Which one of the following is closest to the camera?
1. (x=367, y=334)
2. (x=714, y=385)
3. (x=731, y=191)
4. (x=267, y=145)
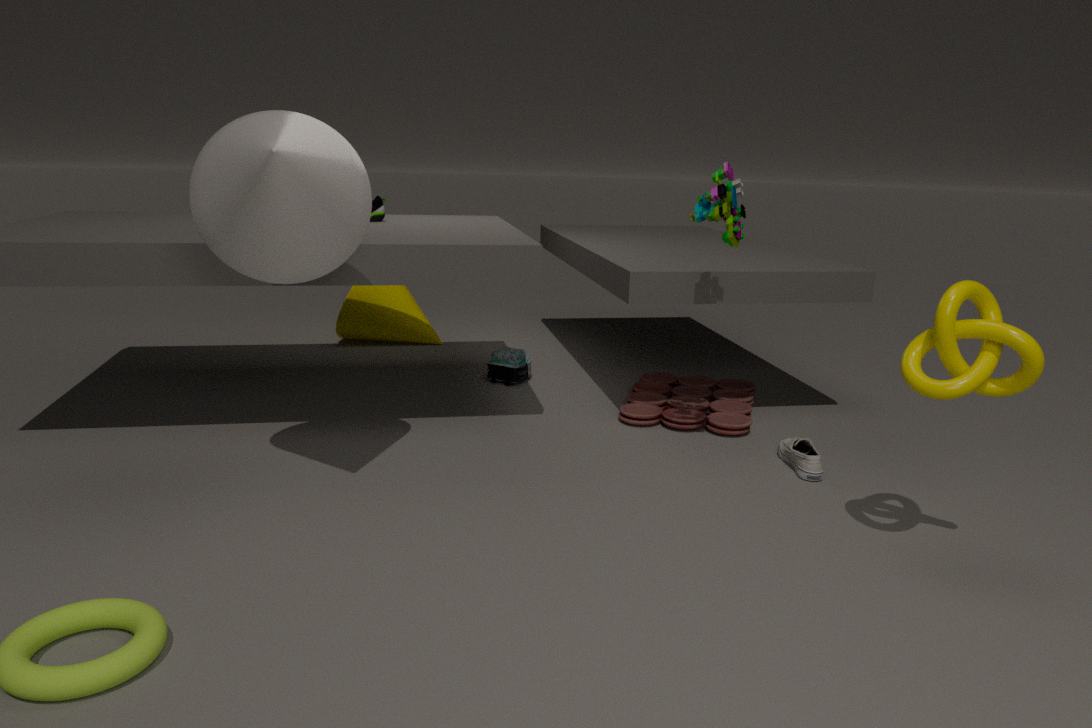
(x=267, y=145)
